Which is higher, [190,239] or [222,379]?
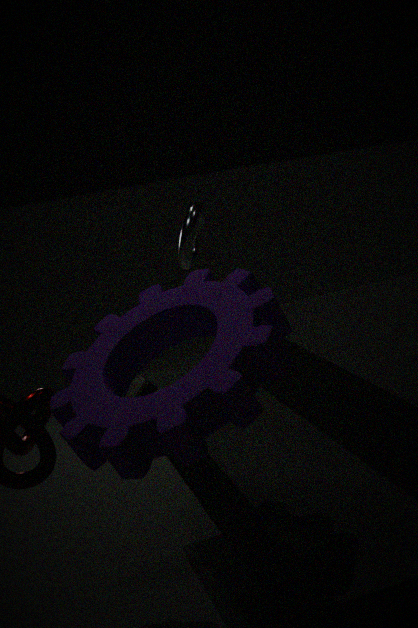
[190,239]
